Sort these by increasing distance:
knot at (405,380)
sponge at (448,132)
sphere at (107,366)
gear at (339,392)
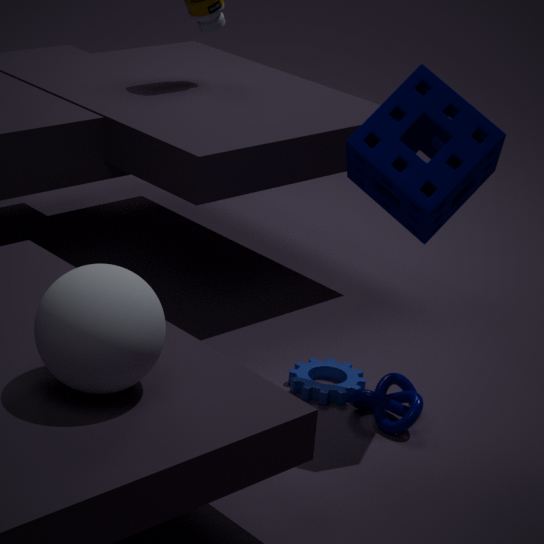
sphere at (107,366) < sponge at (448,132) < knot at (405,380) < gear at (339,392)
